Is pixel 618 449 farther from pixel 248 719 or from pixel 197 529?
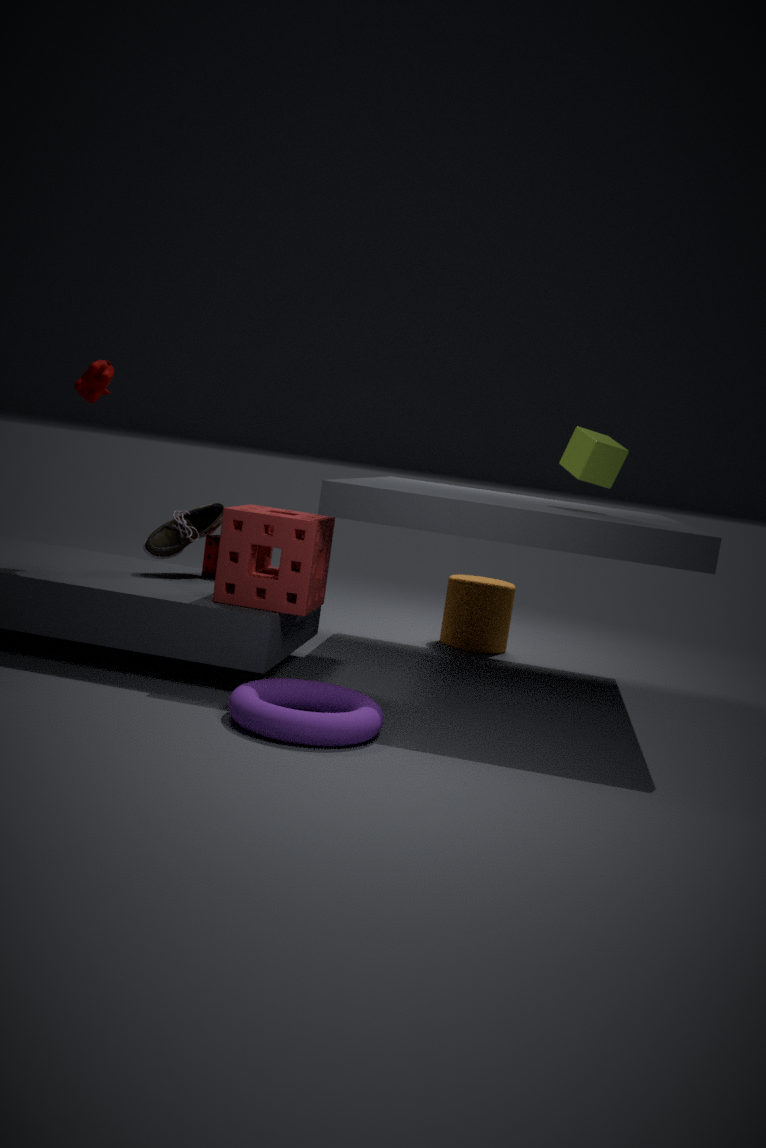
pixel 197 529
